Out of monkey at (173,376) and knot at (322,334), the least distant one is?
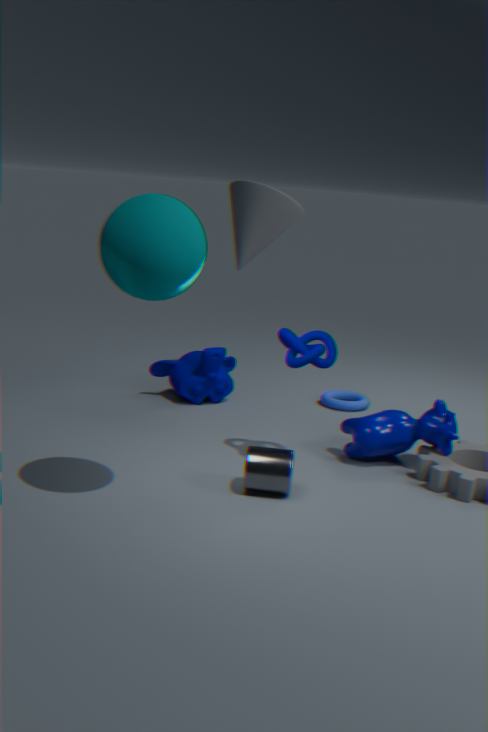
knot at (322,334)
